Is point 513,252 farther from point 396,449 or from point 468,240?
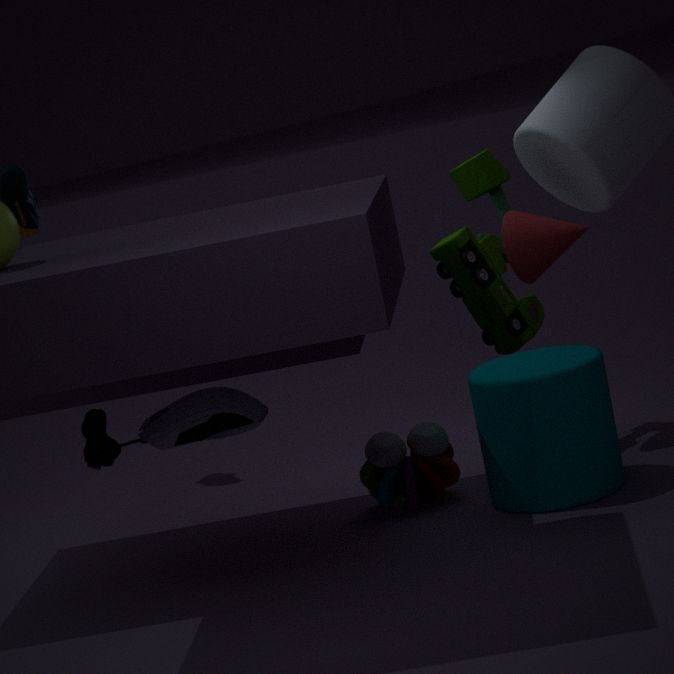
point 396,449
